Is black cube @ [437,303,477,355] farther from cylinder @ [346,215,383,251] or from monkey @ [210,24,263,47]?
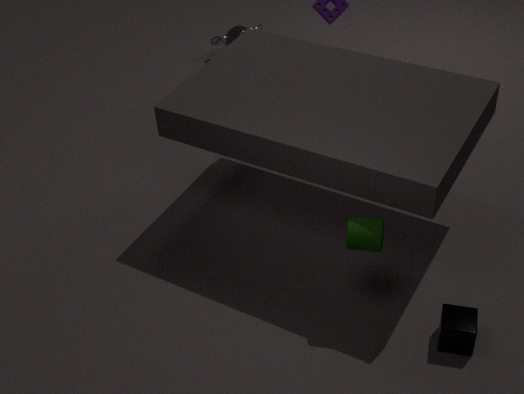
monkey @ [210,24,263,47]
